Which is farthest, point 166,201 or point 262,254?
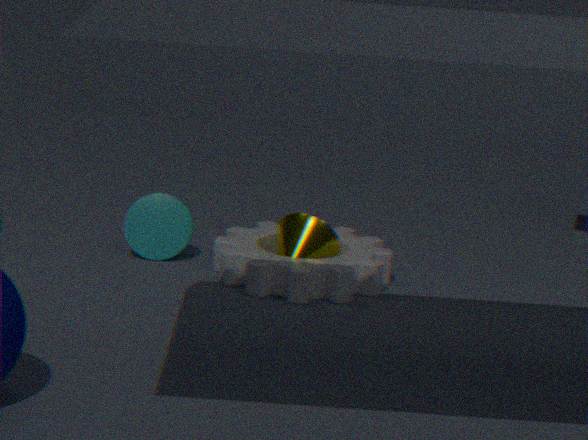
point 166,201
